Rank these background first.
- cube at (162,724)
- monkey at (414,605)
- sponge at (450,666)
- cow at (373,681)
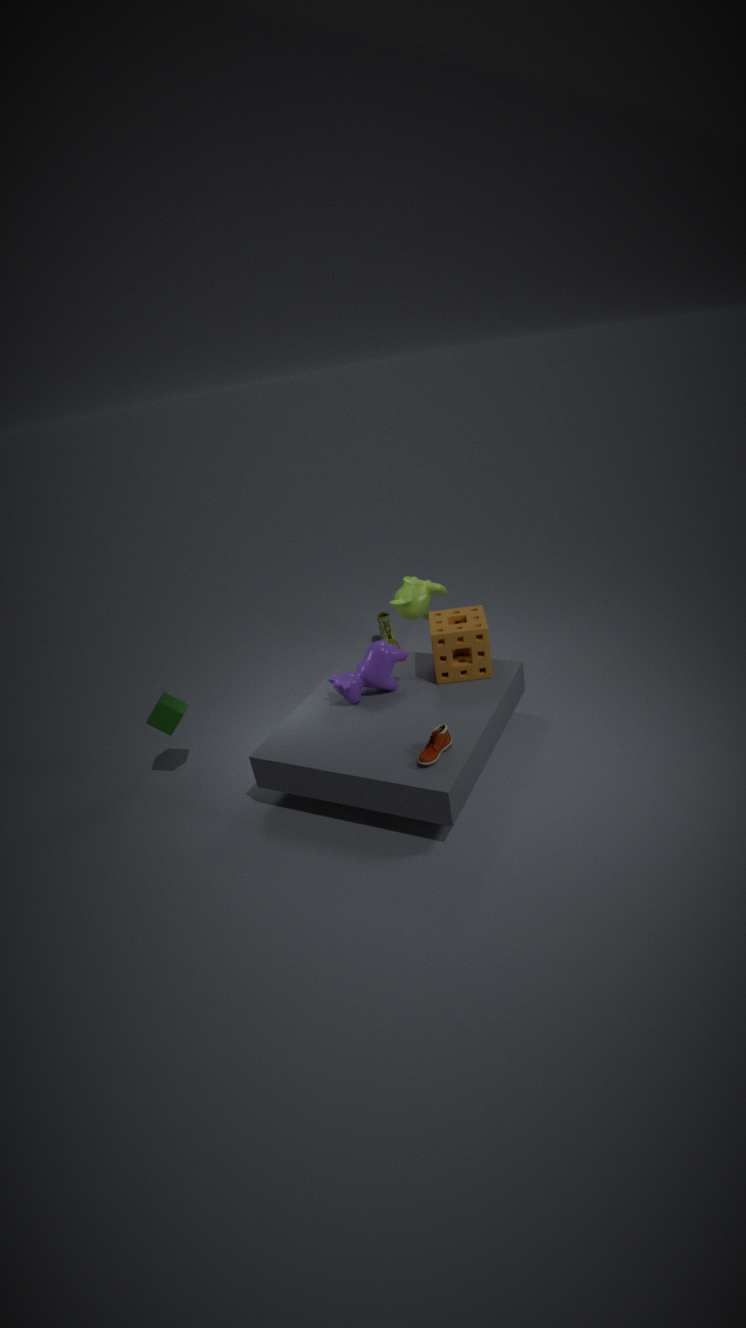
monkey at (414,605) → cube at (162,724) → cow at (373,681) → sponge at (450,666)
